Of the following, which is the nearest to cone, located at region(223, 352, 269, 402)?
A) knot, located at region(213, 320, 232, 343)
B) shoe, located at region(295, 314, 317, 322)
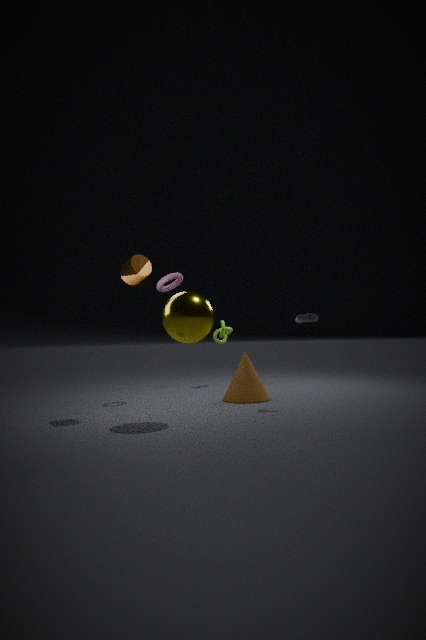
shoe, located at region(295, 314, 317, 322)
